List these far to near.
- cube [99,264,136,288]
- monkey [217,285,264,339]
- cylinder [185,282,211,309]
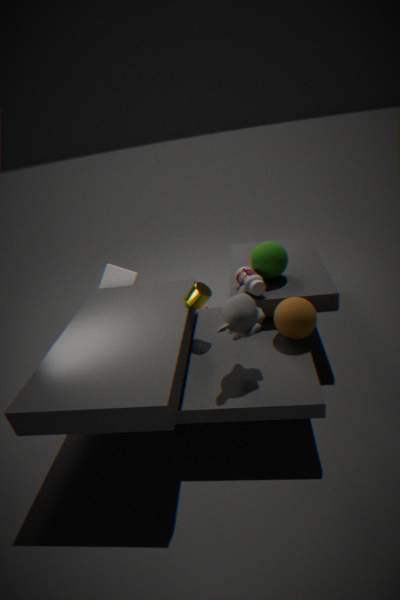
cube [99,264,136,288] < cylinder [185,282,211,309] < monkey [217,285,264,339]
